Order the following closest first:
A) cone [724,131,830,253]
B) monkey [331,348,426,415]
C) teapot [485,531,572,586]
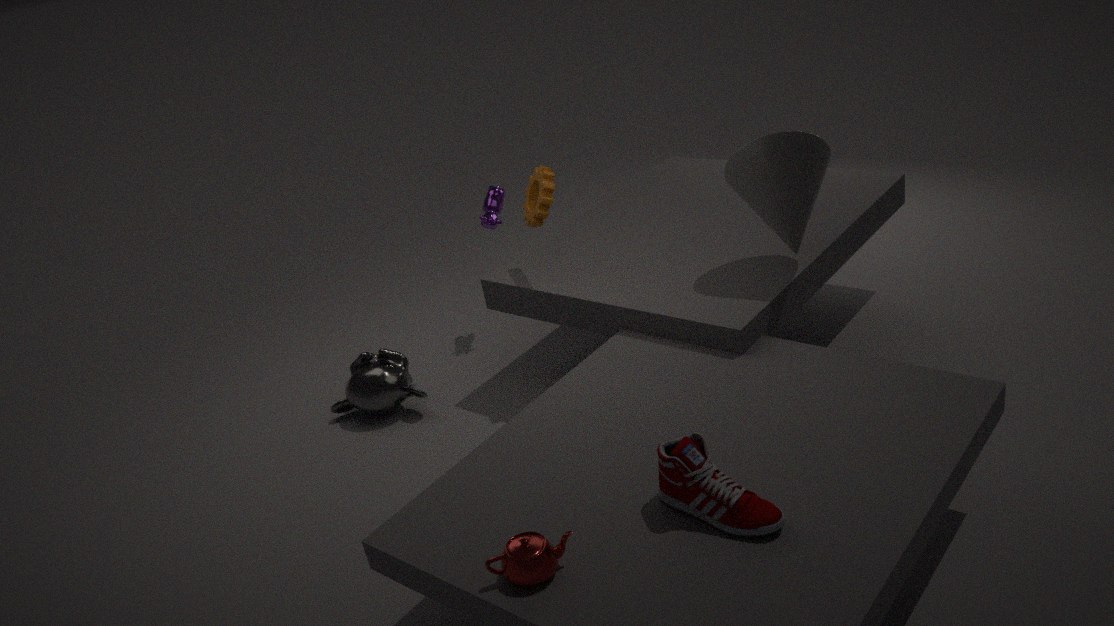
C. teapot [485,531,572,586] < A. cone [724,131,830,253] < B. monkey [331,348,426,415]
